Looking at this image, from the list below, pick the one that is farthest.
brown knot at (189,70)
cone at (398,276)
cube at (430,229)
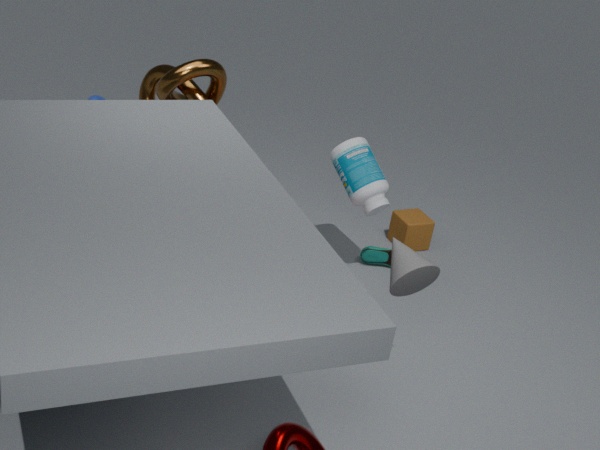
cube at (430,229)
